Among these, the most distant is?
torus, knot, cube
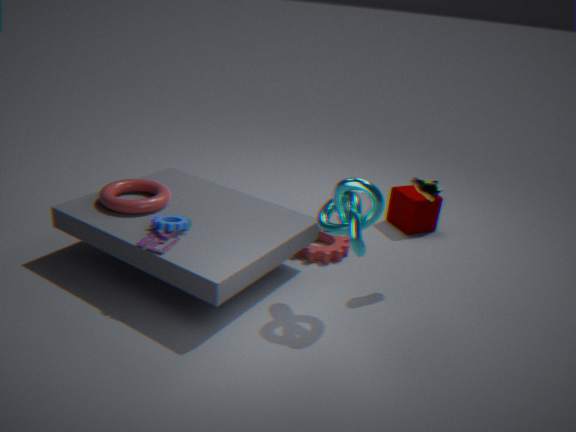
cube
